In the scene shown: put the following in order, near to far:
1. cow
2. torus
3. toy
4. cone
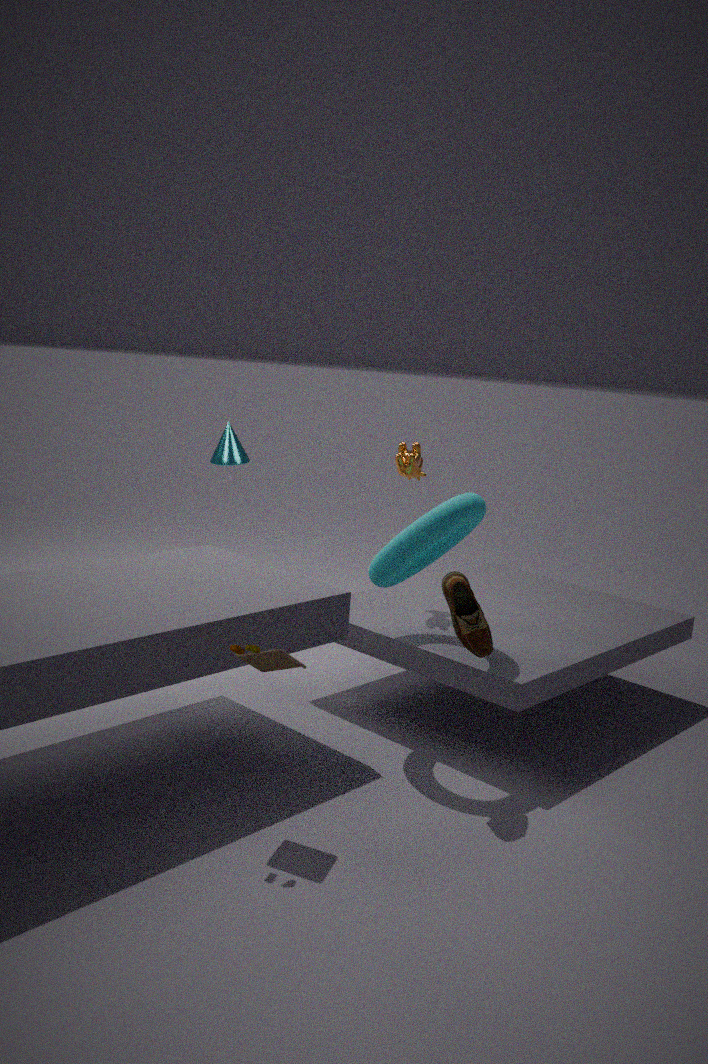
1. toy
2. torus
3. cow
4. cone
